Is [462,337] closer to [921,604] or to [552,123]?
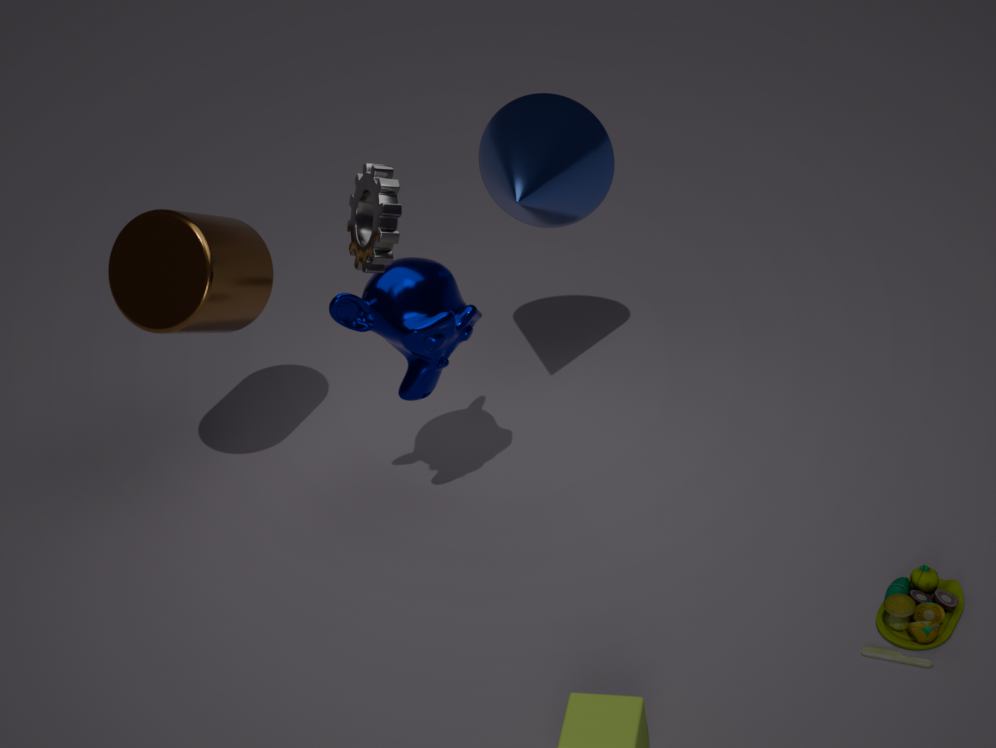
[552,123]
